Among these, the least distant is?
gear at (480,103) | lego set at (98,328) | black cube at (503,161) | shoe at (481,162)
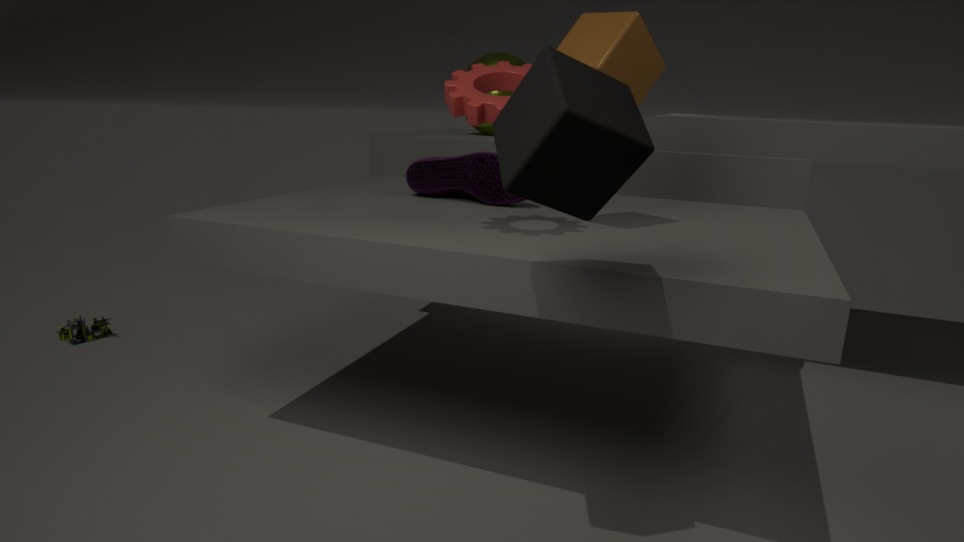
black cube at (503,161)
